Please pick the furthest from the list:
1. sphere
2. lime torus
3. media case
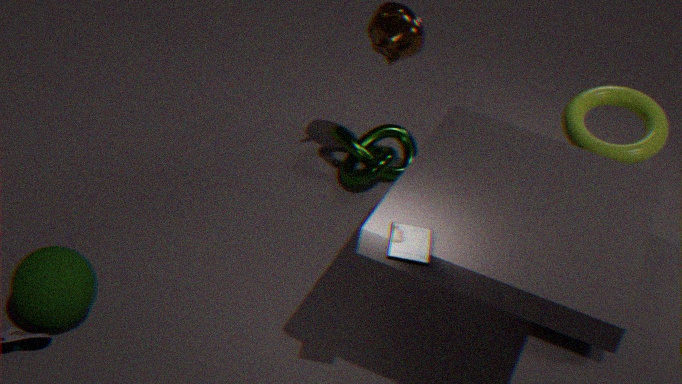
lime torus
